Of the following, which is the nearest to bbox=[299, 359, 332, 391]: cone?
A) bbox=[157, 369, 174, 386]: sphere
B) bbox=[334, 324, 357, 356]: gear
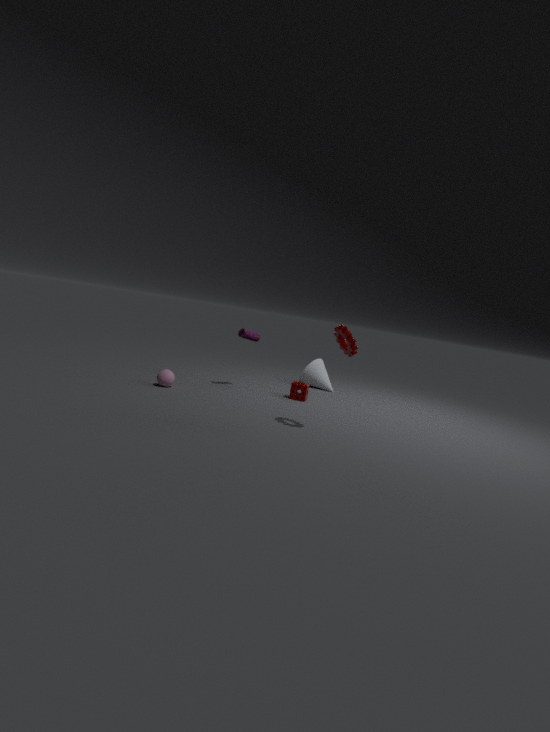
bbox=[157, 369, 174, 386]: sphere
